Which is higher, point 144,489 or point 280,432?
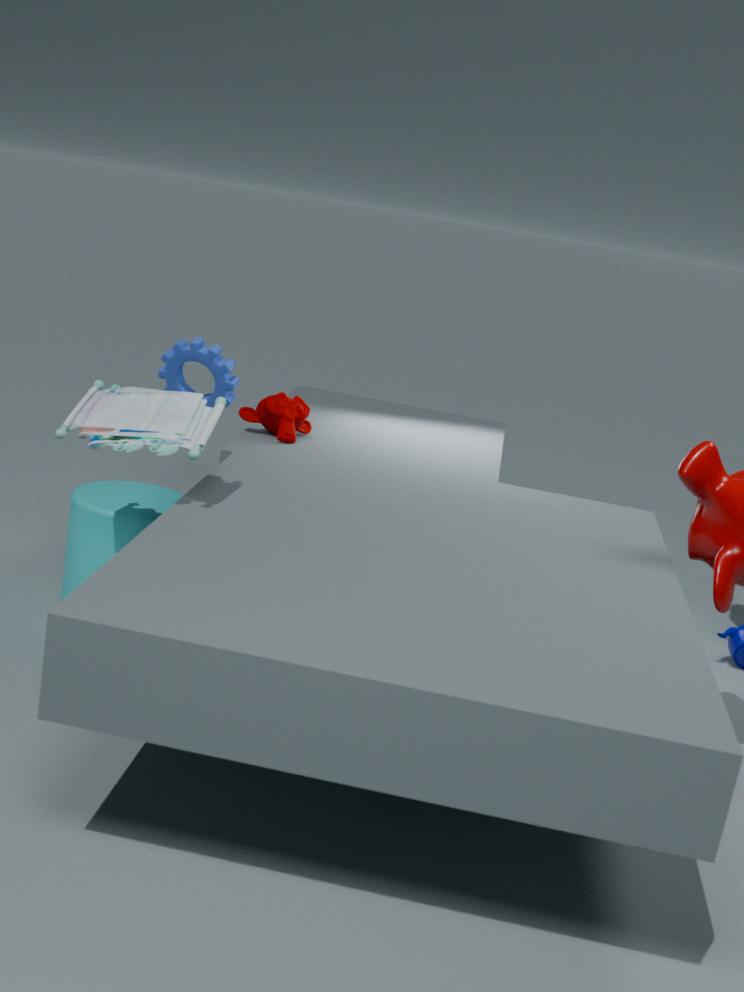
point 280,432
